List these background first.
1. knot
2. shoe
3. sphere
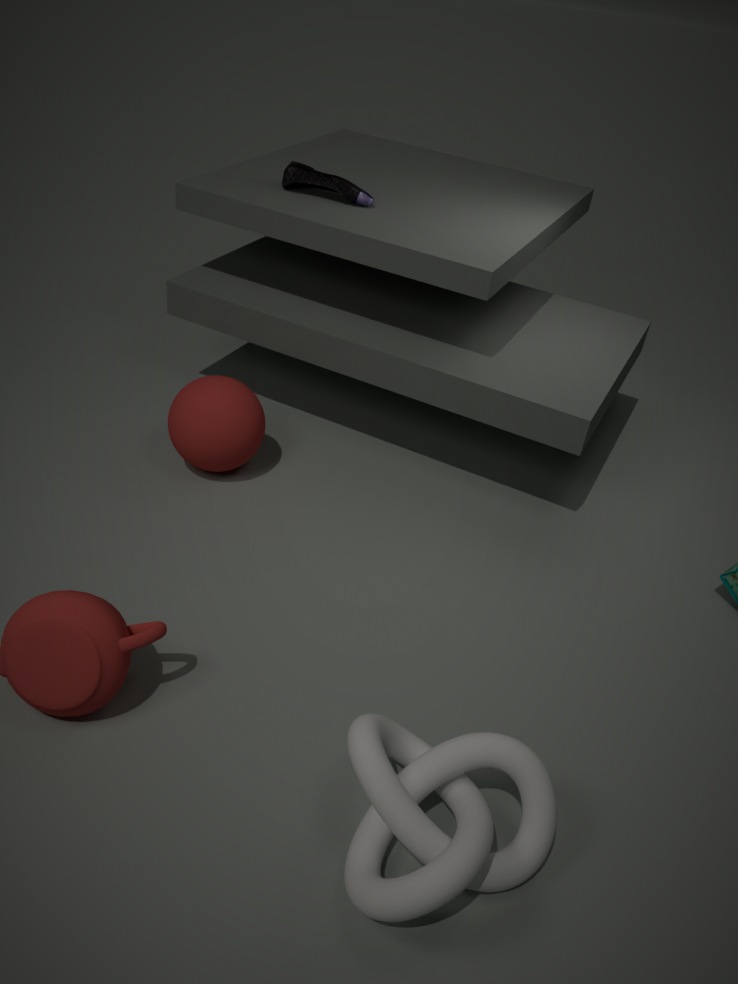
shoe → sphere → knot
